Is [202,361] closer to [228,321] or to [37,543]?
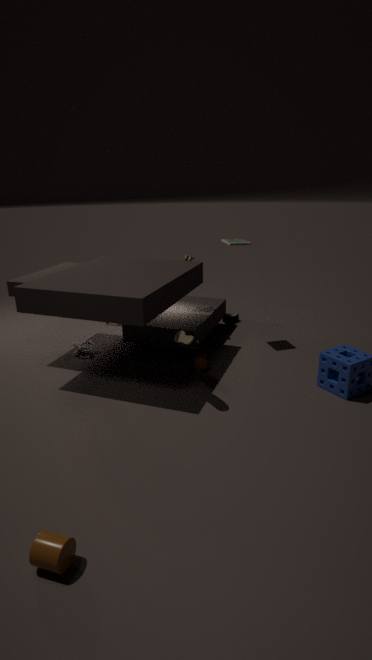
[228,321]
